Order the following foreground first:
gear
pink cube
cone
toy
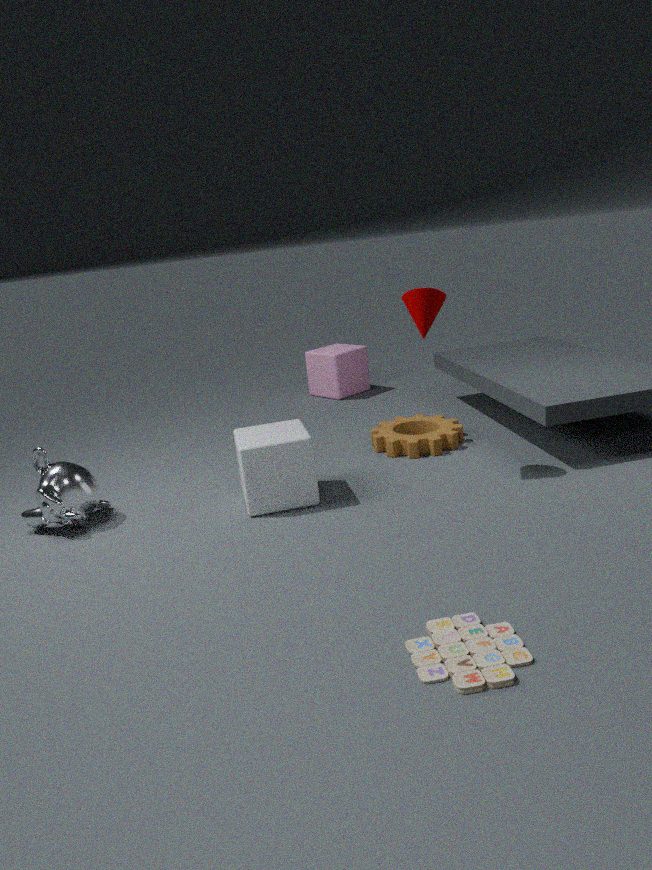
toy < cone < gear < pink cube
